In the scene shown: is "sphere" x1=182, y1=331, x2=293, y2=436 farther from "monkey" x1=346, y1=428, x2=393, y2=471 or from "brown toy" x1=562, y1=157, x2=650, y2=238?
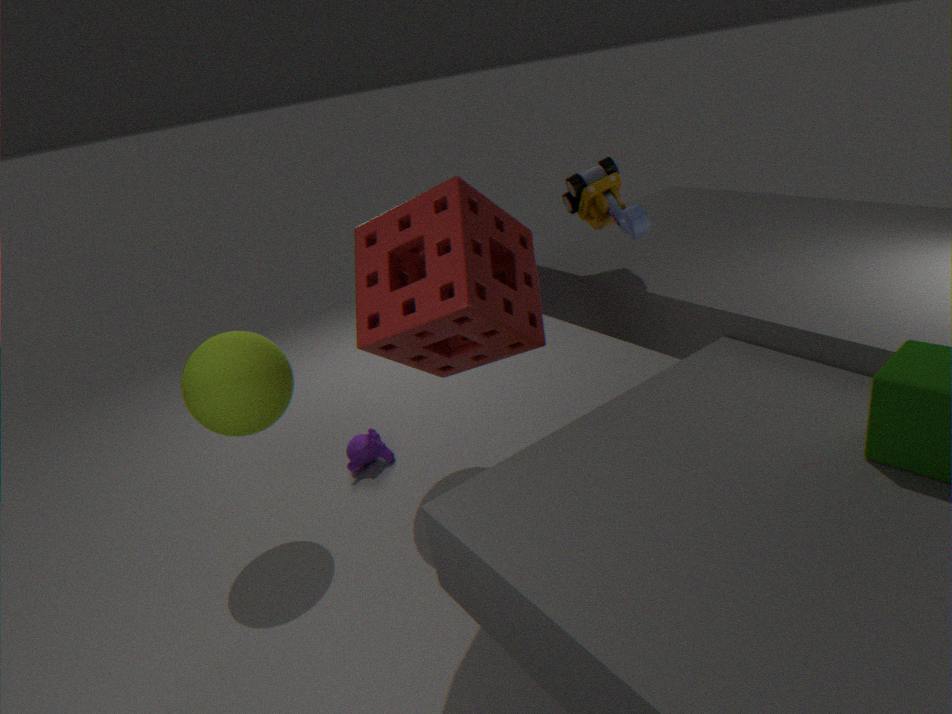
"brown toy" x1=562, y1=157, x2=650, y2=238
